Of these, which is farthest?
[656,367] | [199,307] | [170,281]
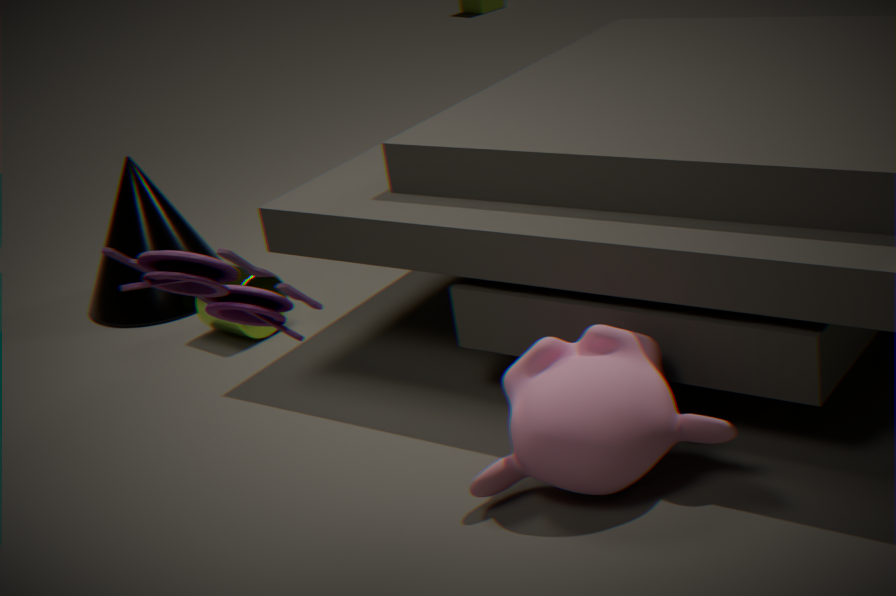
[199,307]
